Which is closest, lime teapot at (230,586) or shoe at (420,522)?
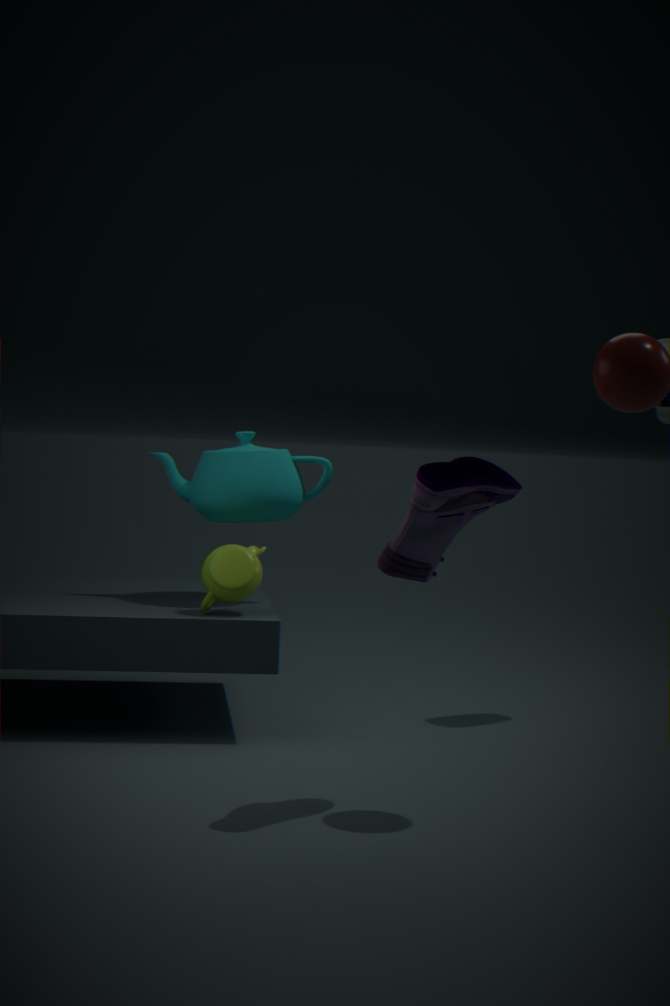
shoe at (420,522)
